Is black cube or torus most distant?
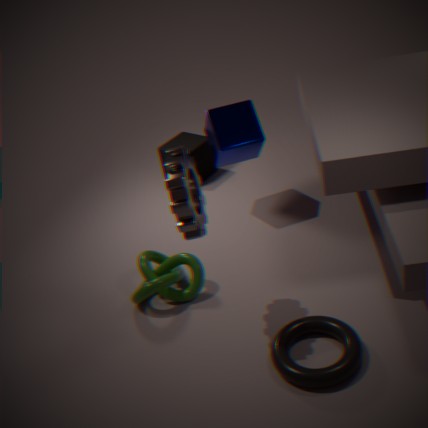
black cube
